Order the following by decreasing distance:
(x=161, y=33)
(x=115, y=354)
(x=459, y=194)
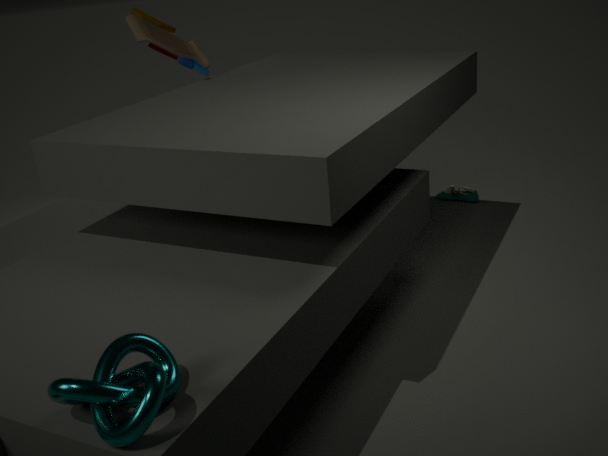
(x=459, y=194), (x=161, y=33), (x=115, y=354)
